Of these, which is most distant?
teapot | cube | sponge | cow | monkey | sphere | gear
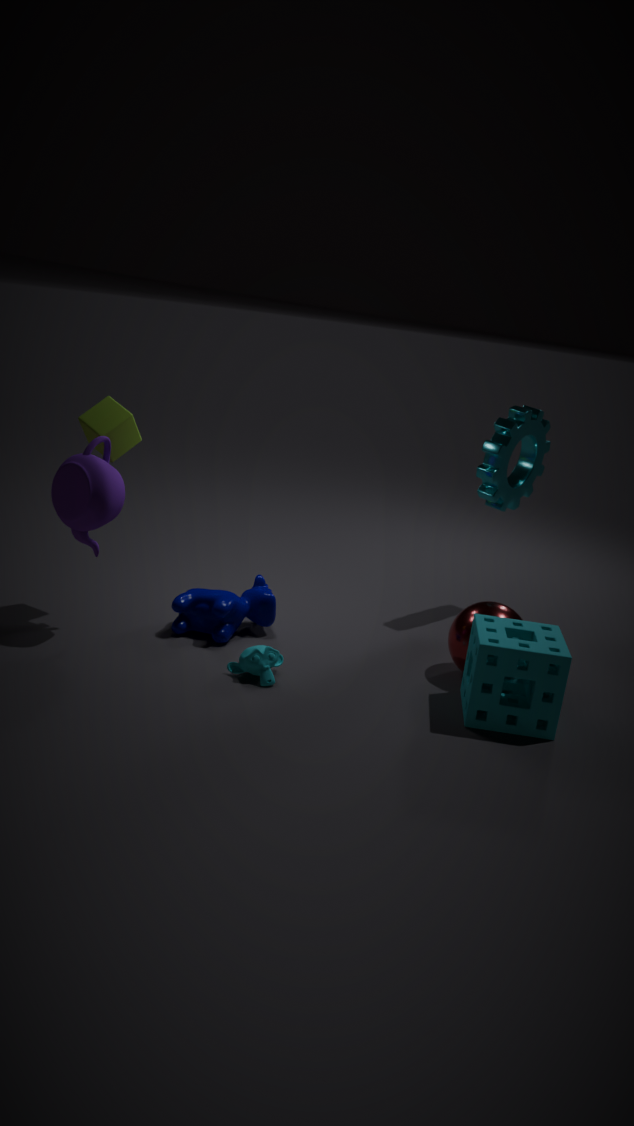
gear
